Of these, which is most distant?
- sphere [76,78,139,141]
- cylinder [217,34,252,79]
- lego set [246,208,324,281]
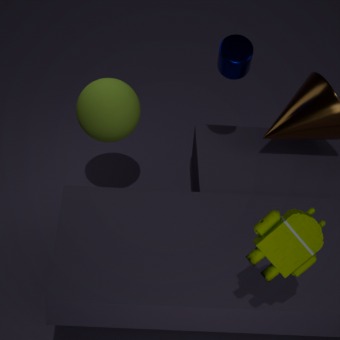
sphere [76,78,139,141]
